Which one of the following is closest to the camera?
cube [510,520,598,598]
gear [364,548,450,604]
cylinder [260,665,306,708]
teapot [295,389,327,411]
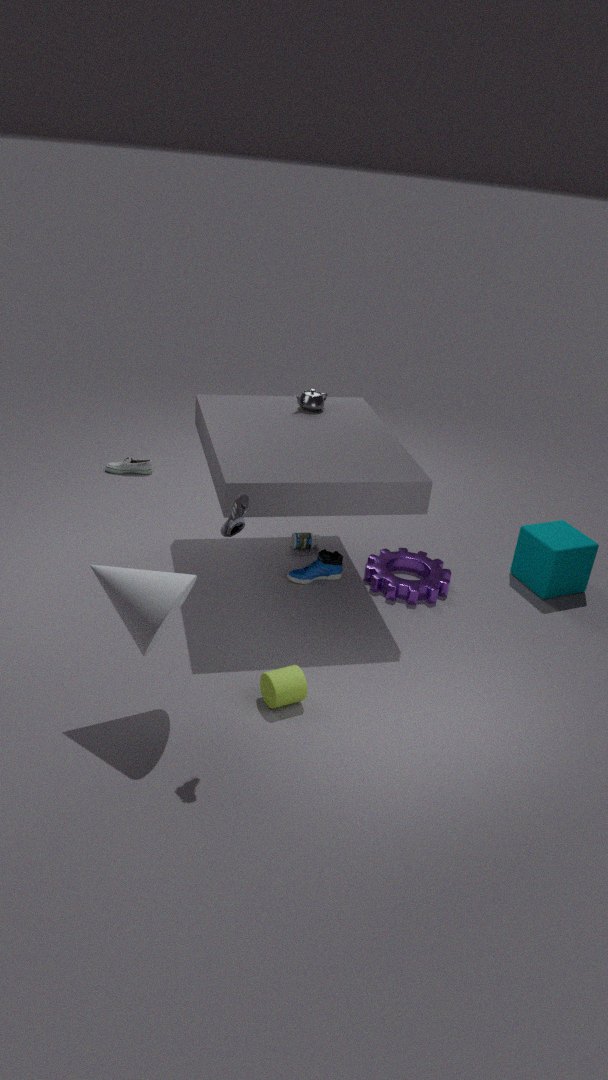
cylinder [260,665,306,708]
